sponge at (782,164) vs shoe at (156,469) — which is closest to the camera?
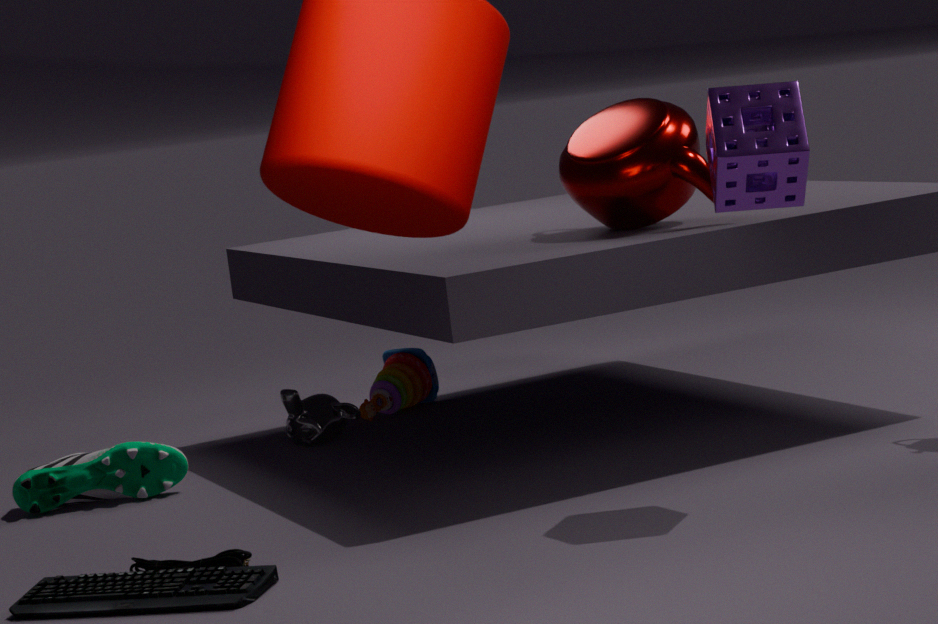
sponge at (782,164)
